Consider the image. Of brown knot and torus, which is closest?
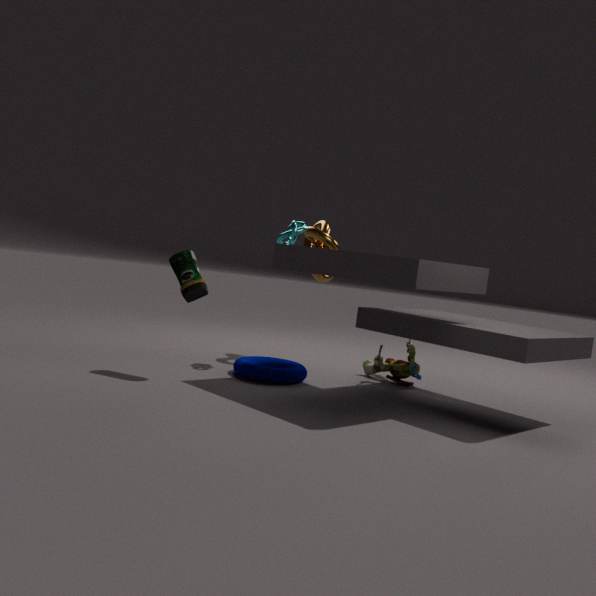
torus
